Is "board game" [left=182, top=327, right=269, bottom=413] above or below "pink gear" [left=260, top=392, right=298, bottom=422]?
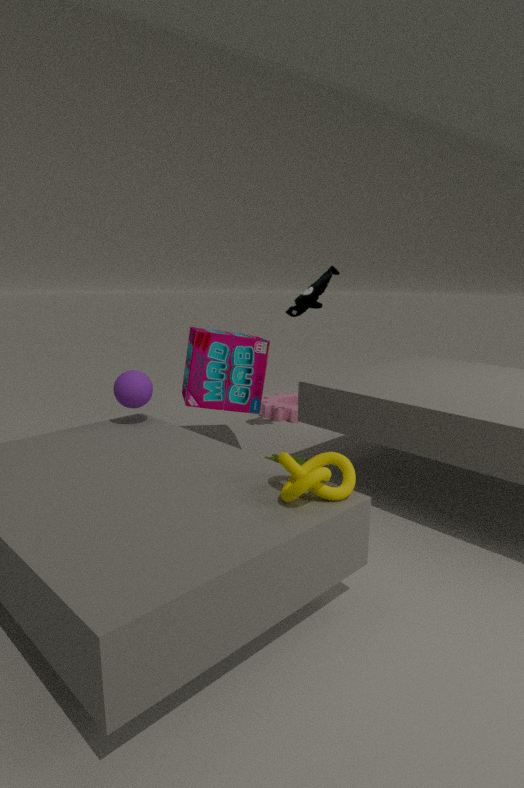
above
